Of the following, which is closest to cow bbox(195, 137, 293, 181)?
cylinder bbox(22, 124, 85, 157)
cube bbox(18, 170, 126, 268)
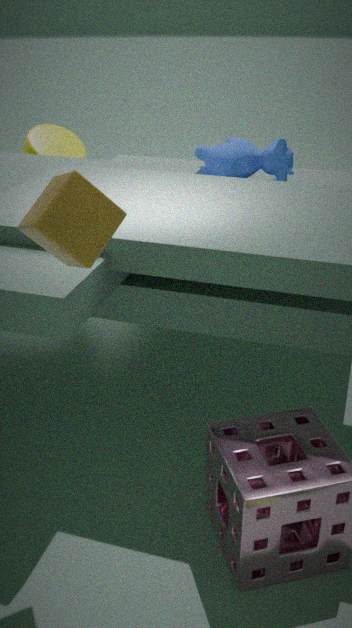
cylinder bbox(22, 124, 85, 157)
